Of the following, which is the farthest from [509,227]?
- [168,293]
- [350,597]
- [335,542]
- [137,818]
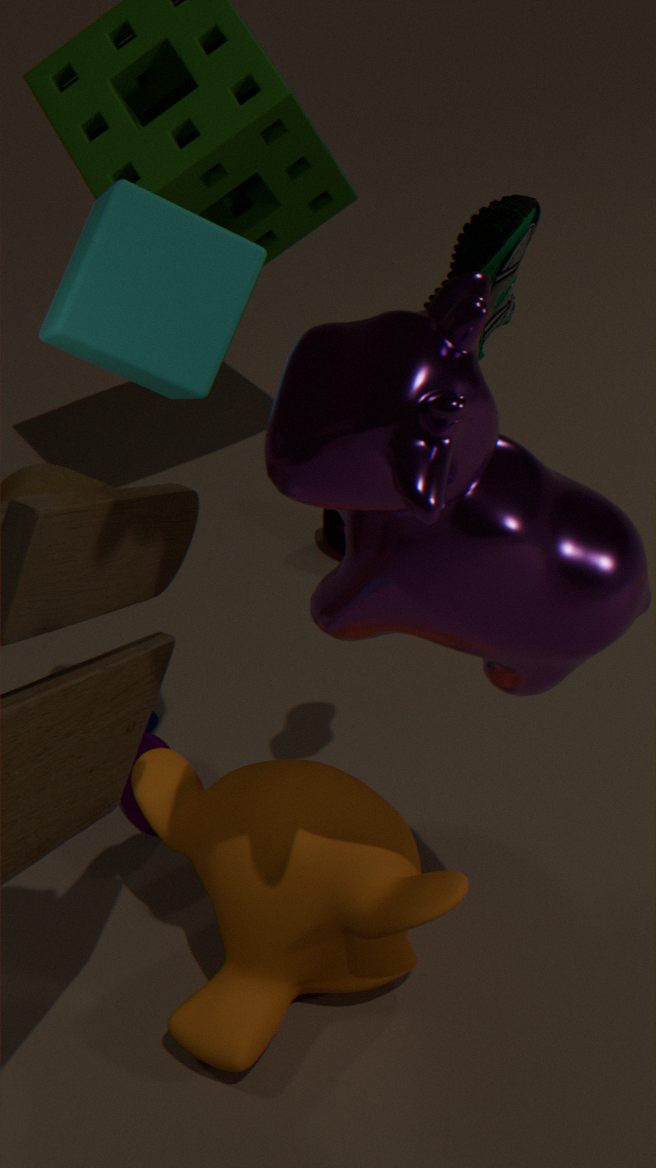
[335,542]
